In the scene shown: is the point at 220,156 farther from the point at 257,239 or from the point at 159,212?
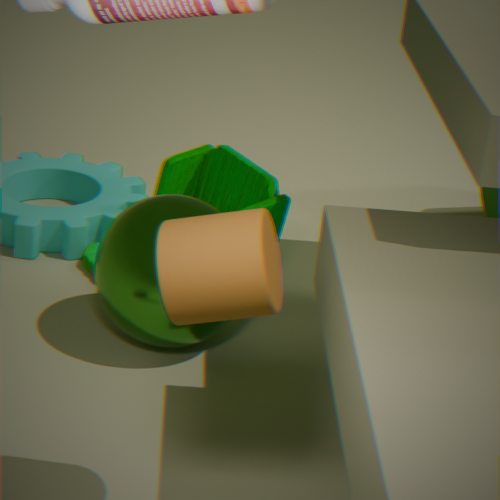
the point at 257,239
